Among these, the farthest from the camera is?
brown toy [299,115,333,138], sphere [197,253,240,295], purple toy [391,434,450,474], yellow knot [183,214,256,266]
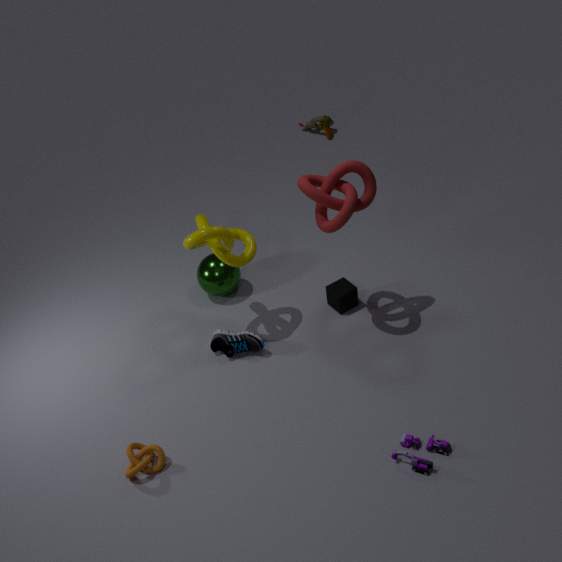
brown toy [299,115,333,138]
